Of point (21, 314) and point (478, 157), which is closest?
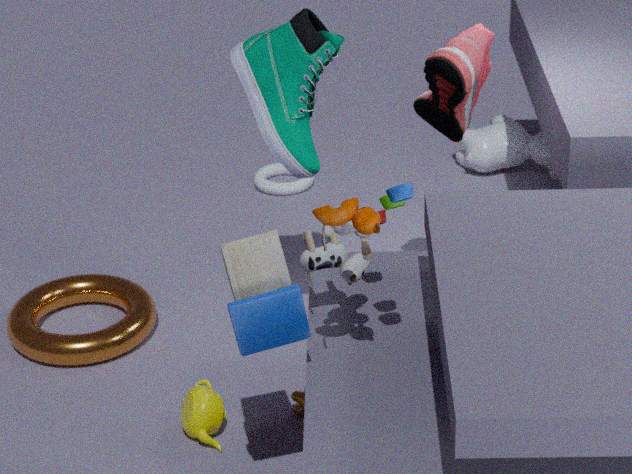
point (21, 314)
